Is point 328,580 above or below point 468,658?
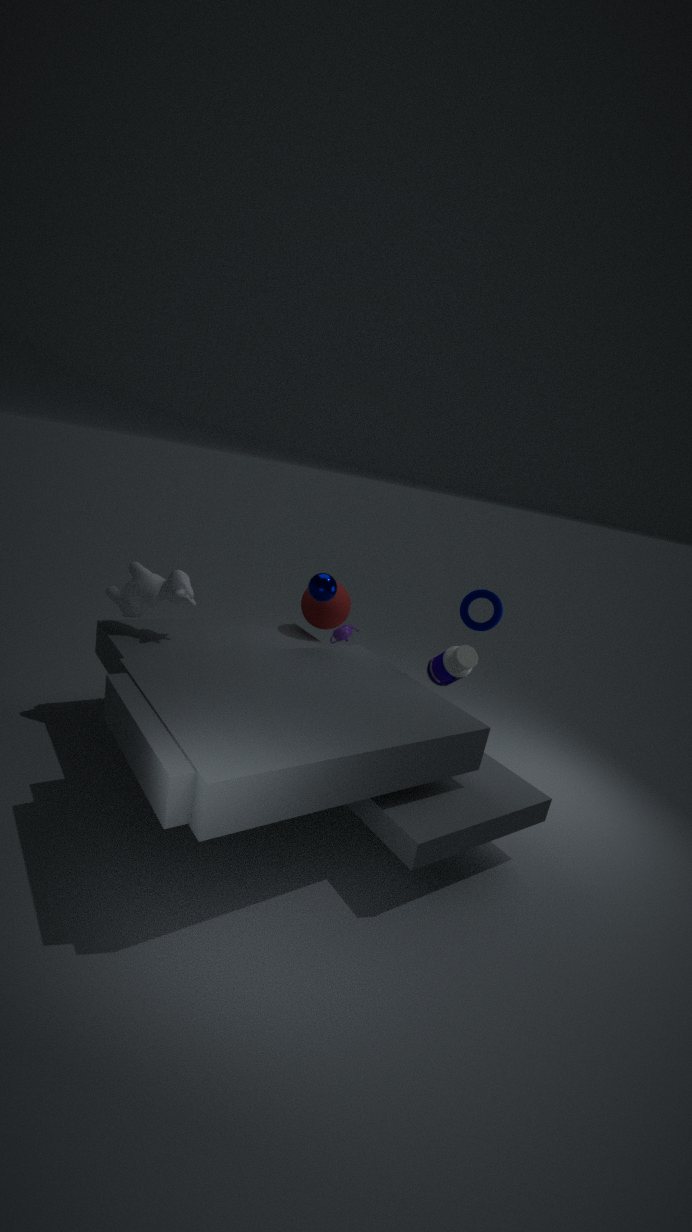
above
